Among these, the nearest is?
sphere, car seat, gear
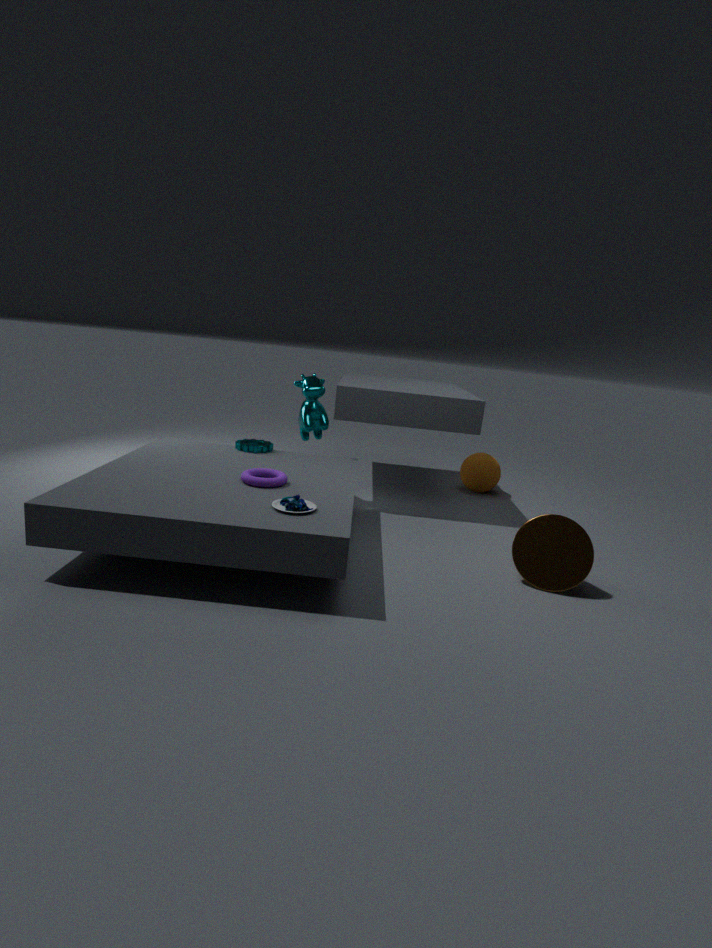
car seat
